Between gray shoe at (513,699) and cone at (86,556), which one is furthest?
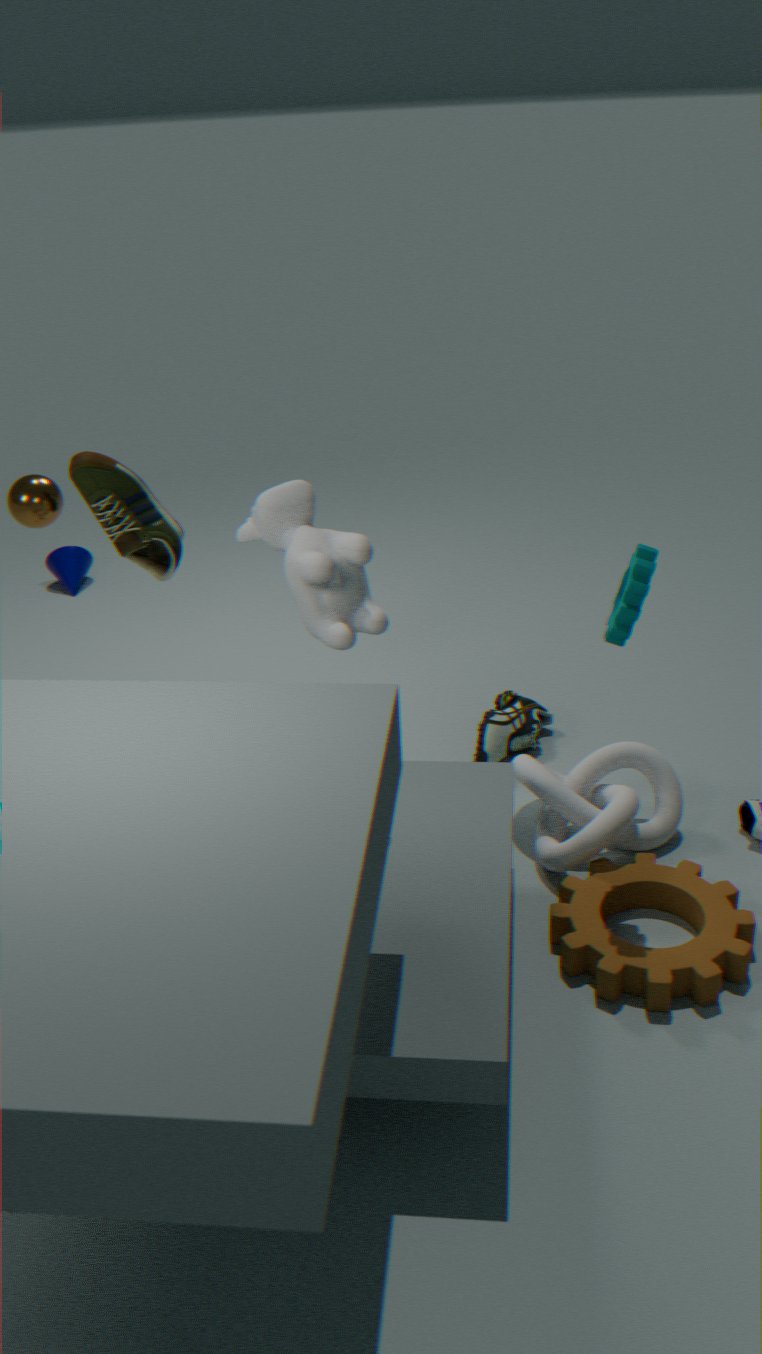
cone at (86,556)
